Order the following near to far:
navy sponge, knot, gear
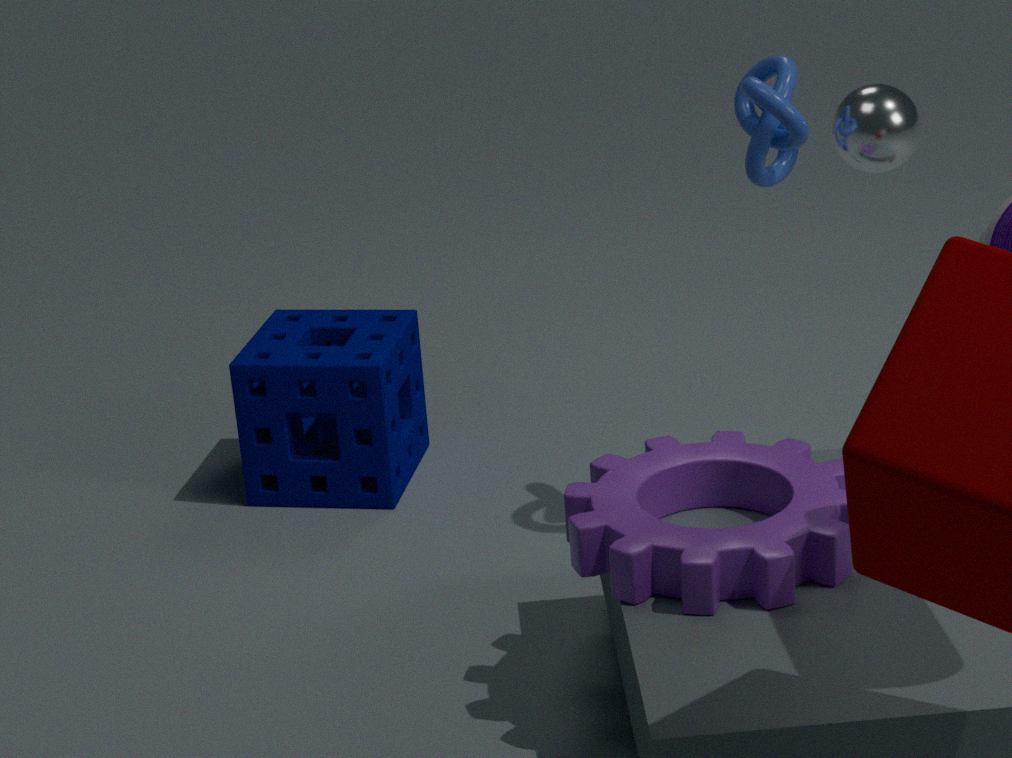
gear
knot
navy sponge
